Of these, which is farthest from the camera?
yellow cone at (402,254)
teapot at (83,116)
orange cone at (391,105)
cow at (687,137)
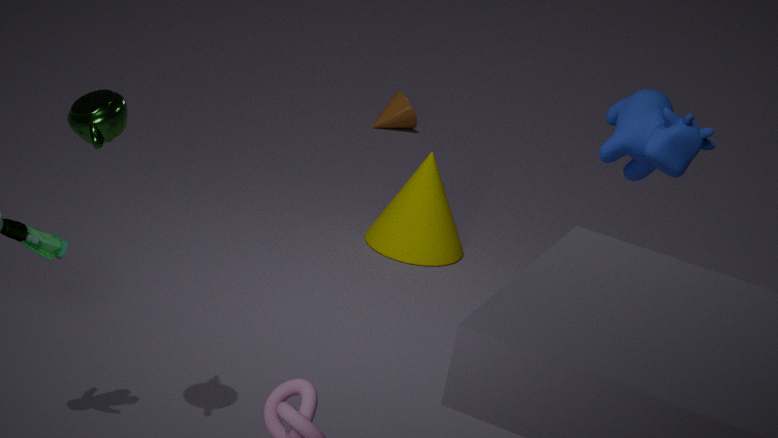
orange cone at (391,105)
